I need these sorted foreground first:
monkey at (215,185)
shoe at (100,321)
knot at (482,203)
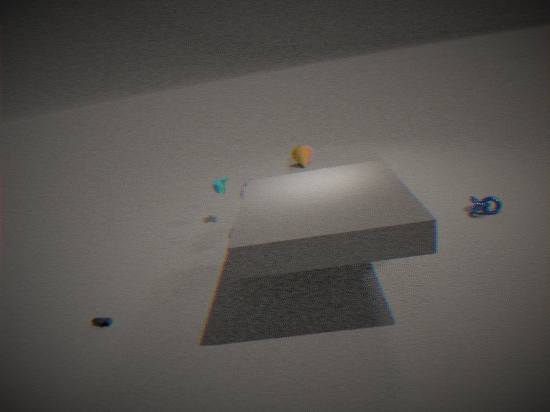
shoe at (100,321) < knot at (482,203) < monkey at (215,185)
